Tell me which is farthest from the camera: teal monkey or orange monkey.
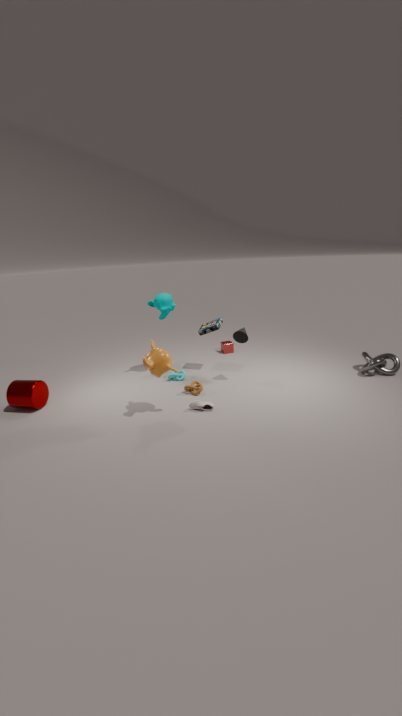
teal monkey
